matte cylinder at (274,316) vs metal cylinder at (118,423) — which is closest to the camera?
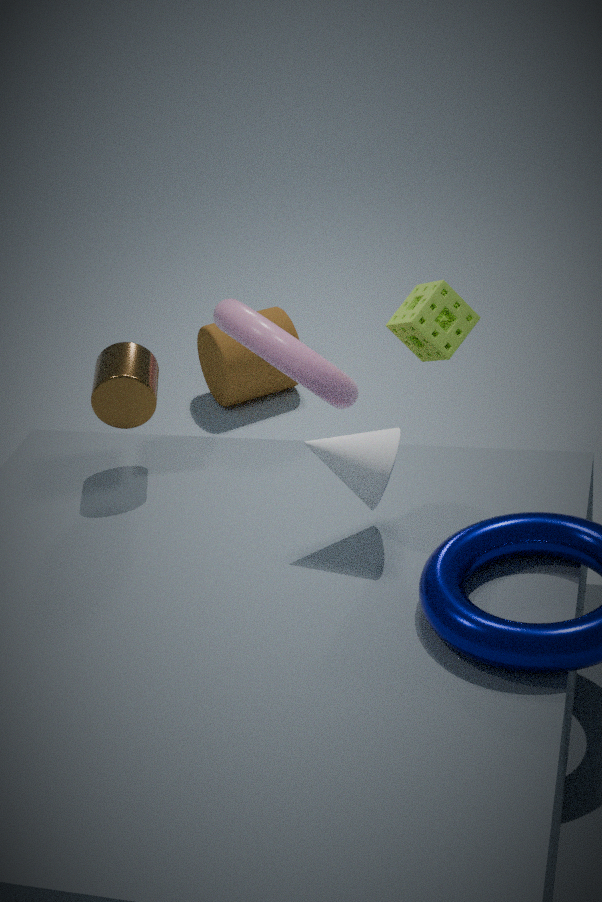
metal cylinder at (118,423)
